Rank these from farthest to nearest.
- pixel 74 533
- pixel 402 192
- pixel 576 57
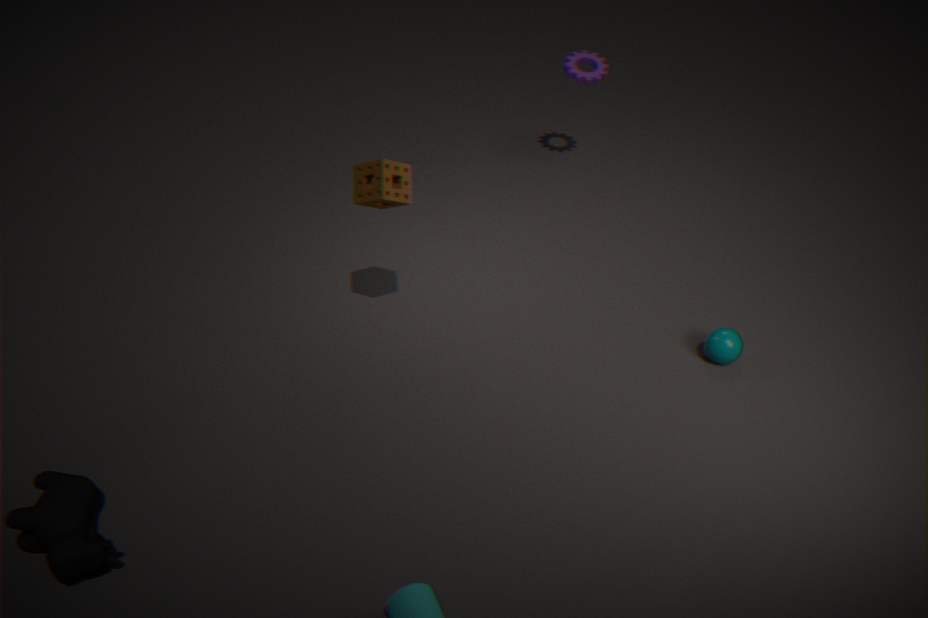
pixel 576 57
pixel 402 192
pixel 74 533
